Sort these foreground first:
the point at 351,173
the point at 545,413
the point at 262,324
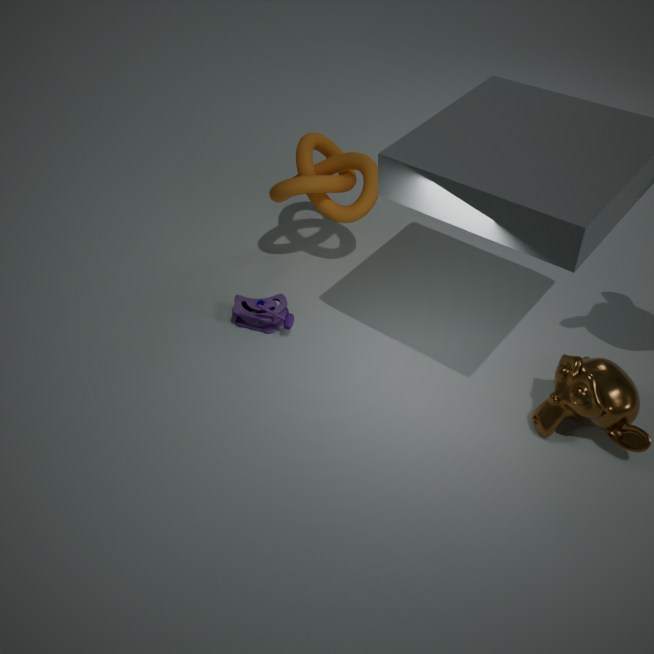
the point at 545,413 < the point at 262,324 < the point at 351,173
